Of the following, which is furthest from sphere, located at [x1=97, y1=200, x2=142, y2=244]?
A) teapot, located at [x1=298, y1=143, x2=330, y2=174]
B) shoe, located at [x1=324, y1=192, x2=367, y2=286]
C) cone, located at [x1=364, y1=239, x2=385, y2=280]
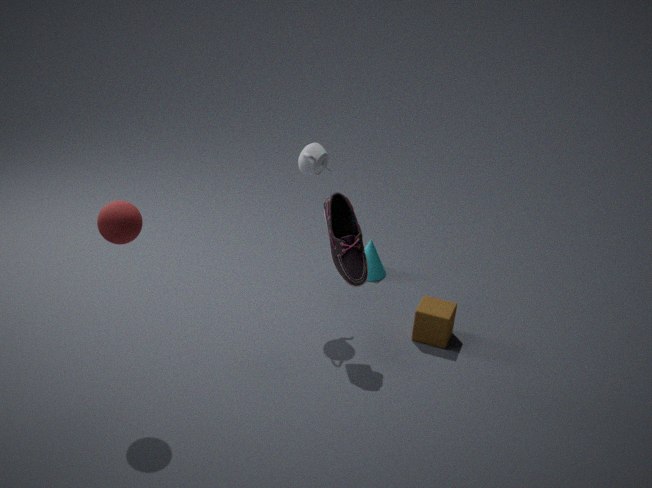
cone, located at [x1=364, y1=239, x2=385, y2=280]
